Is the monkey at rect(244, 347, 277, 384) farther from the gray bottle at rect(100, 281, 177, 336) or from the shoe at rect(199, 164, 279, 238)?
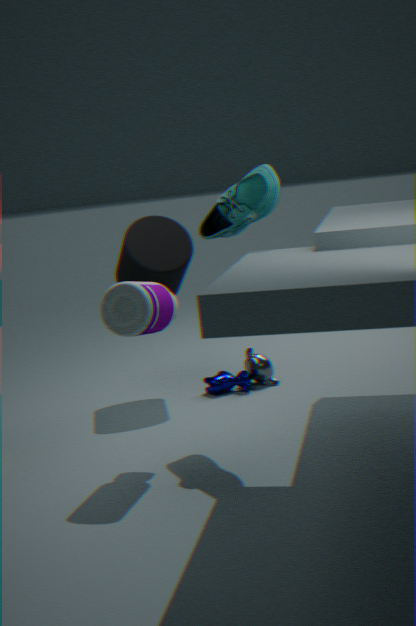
the gray bottle at rect(100, 281, 177, 336)
